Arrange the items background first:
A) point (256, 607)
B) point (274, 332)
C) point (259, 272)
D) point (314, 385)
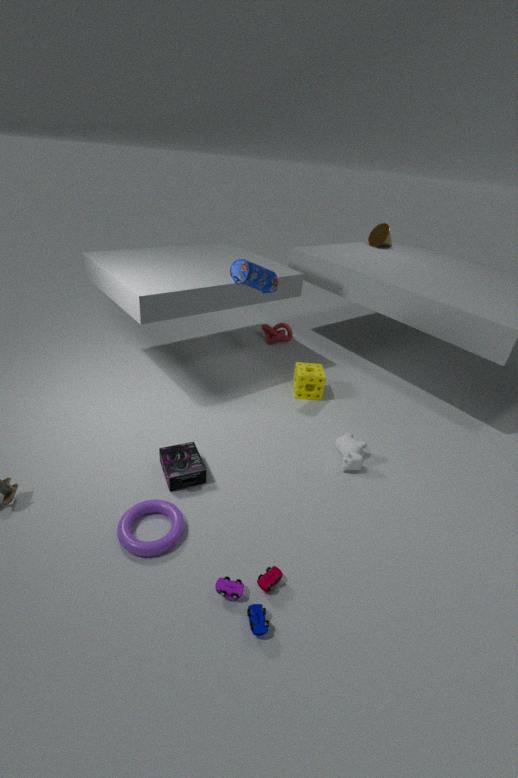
B. point (274, 332) → D. point (314, 385) → C. point (259, 272) → A. point (256, 607)
